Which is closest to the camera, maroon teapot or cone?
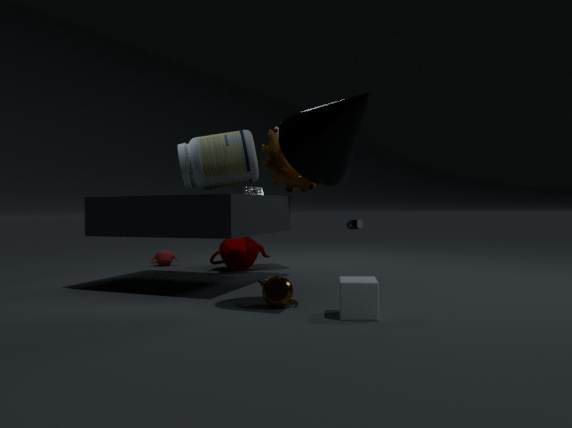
cone
